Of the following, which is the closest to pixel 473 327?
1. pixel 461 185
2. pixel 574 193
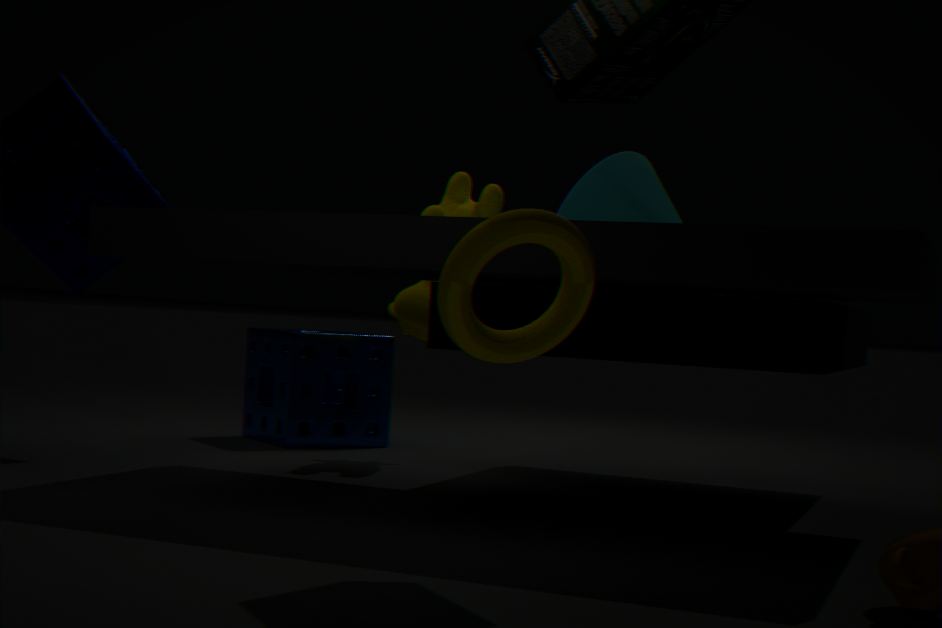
pixel 574 193
